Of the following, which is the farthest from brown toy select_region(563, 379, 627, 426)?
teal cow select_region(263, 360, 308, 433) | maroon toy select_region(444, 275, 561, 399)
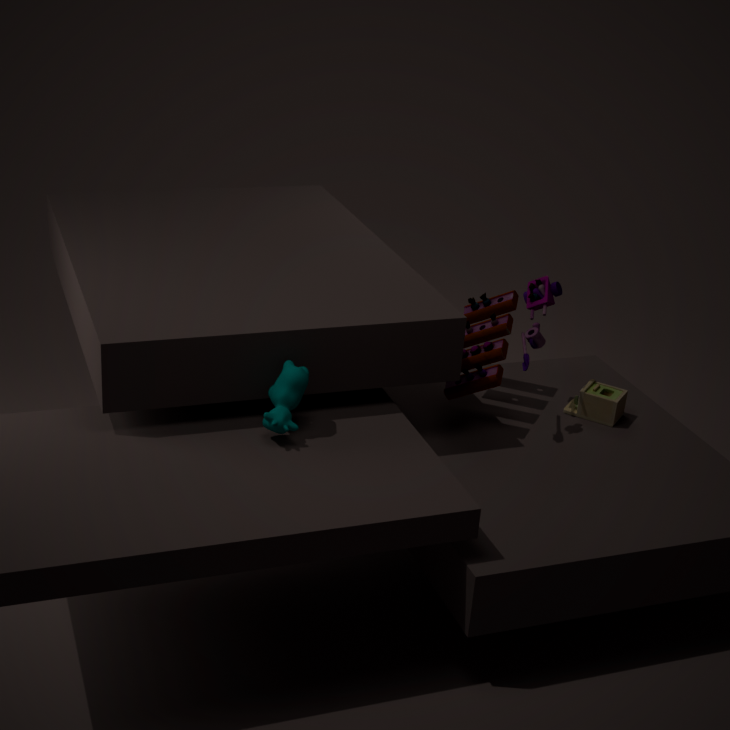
teal cow select_region(263, 360, 308, 433)
